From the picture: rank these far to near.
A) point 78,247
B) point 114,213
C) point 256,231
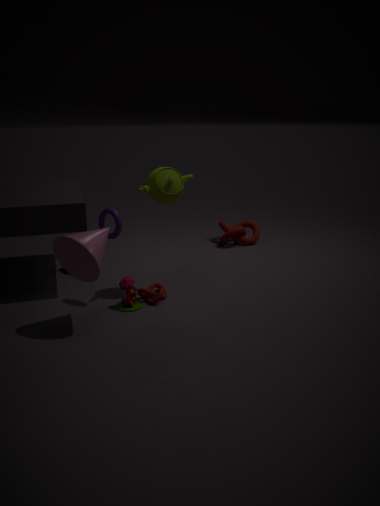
point 256,231 → point 114,213 → point 78,247
